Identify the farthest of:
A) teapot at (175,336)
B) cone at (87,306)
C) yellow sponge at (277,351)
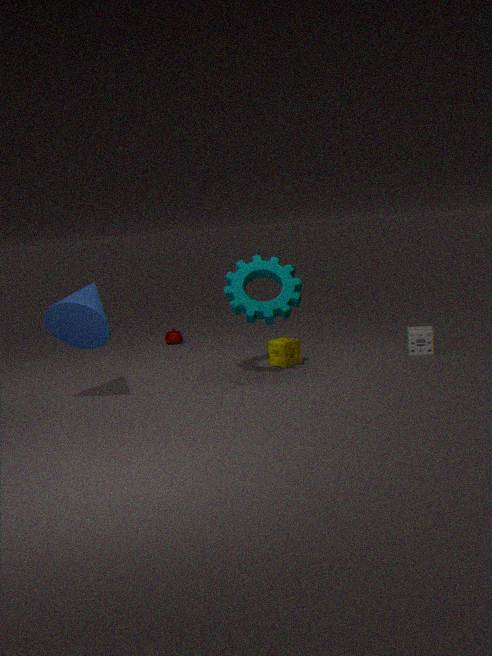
teapot at (175,336)
